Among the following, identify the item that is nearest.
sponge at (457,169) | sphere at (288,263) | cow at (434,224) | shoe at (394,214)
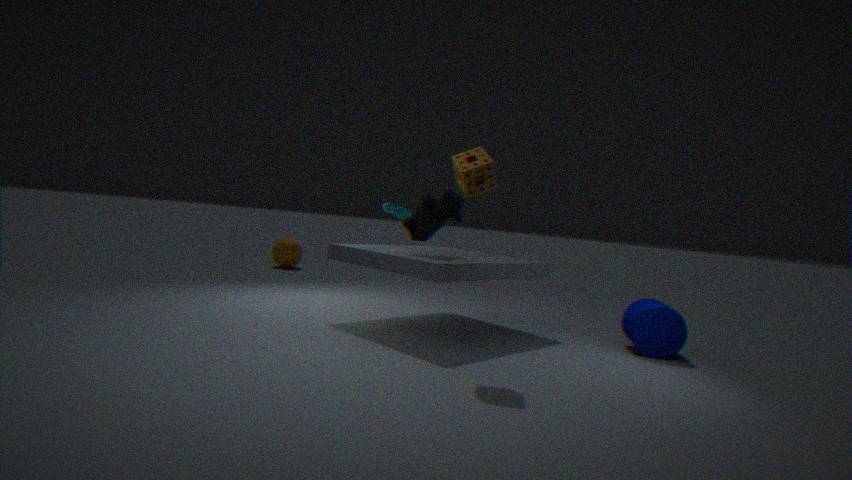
sponge at (457,169)
